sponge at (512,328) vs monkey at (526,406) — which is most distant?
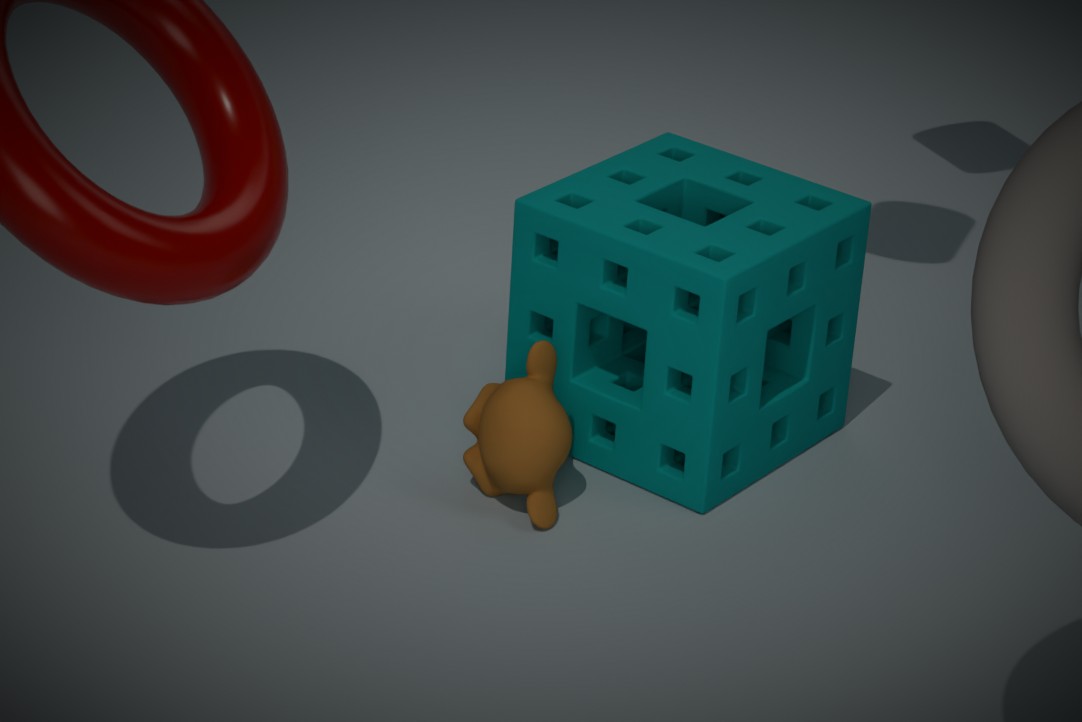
monkey at (526,406)
